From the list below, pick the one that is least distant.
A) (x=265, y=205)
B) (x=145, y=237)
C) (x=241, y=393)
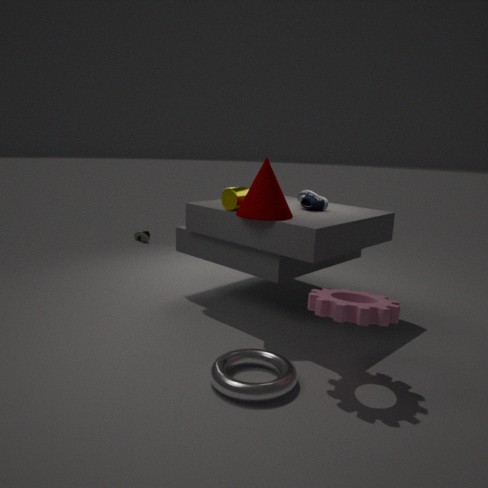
(x=241, y=393)
